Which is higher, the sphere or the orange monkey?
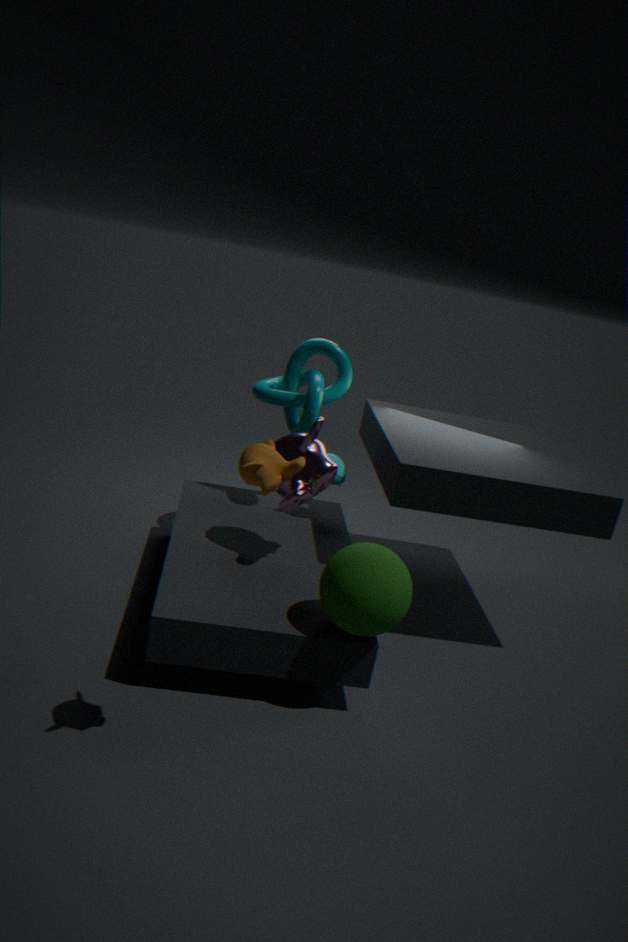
the orange monkey
